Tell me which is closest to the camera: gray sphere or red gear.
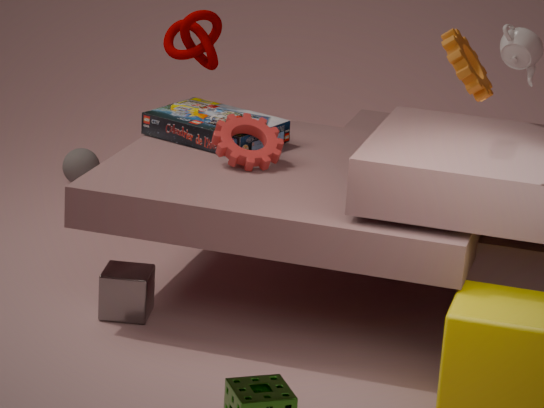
red gear
